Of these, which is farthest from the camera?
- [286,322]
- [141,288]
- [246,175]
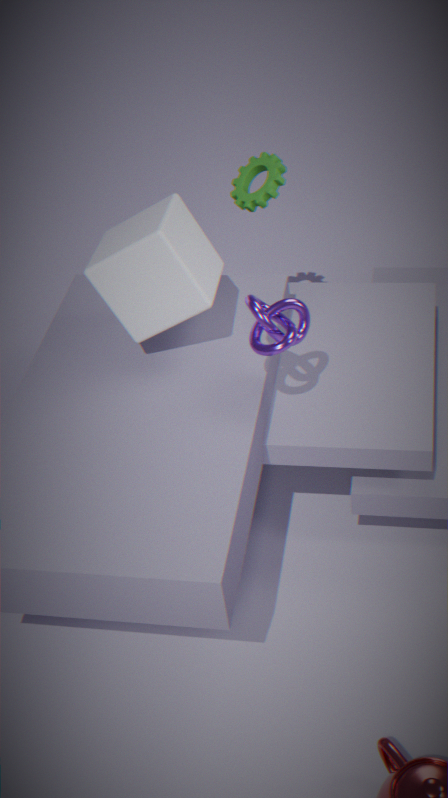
[246,175]
